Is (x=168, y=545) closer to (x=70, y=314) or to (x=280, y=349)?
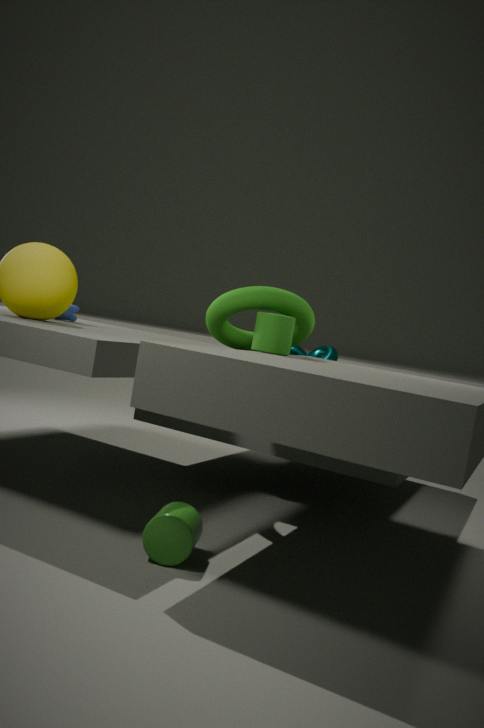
(x=280, y=349)
